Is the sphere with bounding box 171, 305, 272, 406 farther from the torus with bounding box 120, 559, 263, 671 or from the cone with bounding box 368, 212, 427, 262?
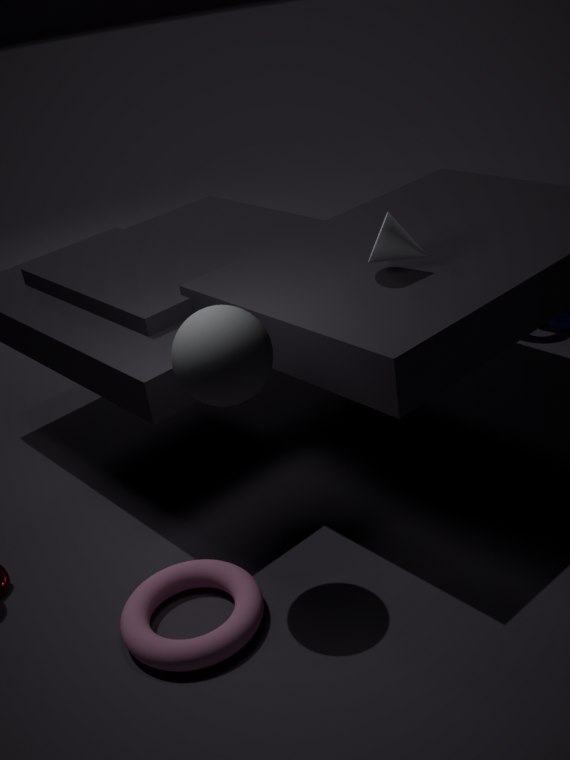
the torus with bounding box 120, 559, 263, 671
